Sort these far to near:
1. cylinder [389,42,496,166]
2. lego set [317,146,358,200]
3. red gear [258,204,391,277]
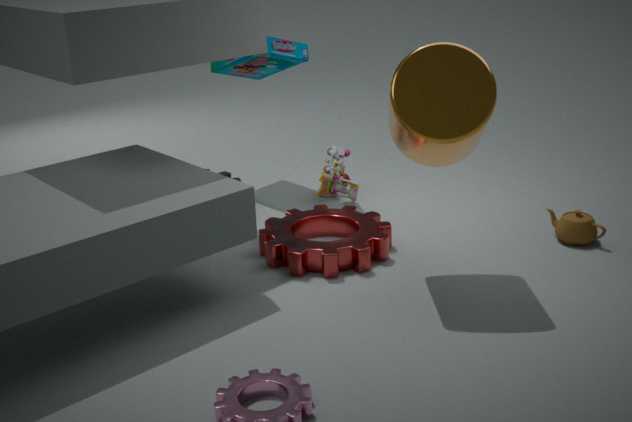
1. lego set [317,146,358,200]
2. red gear [258,204,391,277]
3. cylinder [389,42,496,166]
